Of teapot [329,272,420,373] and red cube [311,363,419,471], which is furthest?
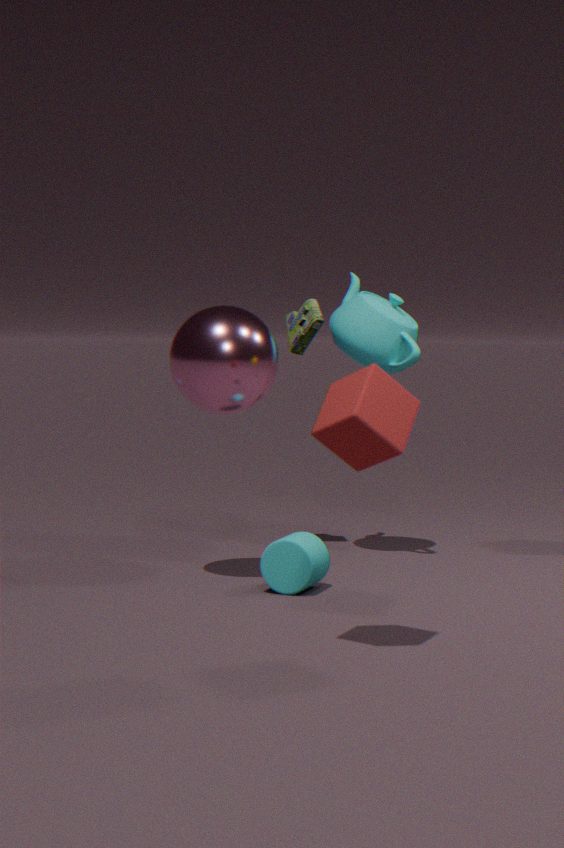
teapot [329,272,420,373]
